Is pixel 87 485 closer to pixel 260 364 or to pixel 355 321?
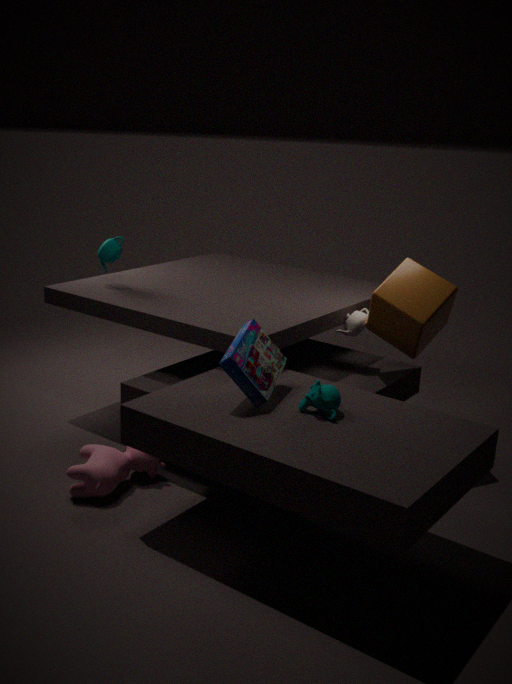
pixel 260 364
